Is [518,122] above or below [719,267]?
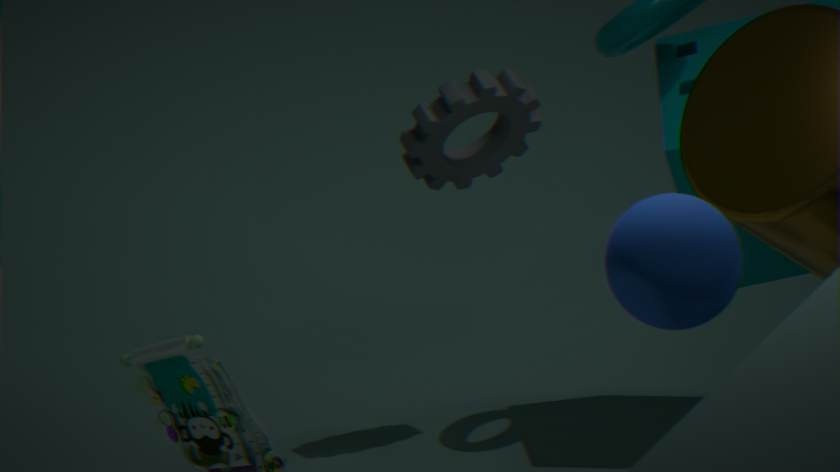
below
